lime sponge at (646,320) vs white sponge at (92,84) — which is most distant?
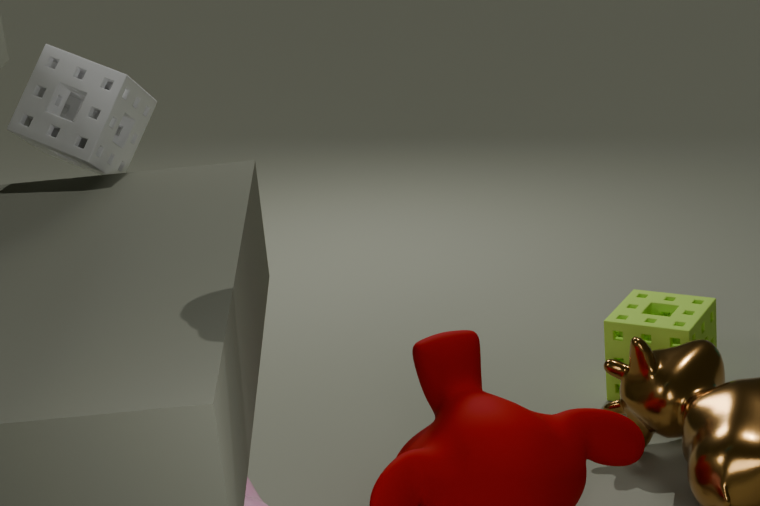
lime sponge at (646,320)
